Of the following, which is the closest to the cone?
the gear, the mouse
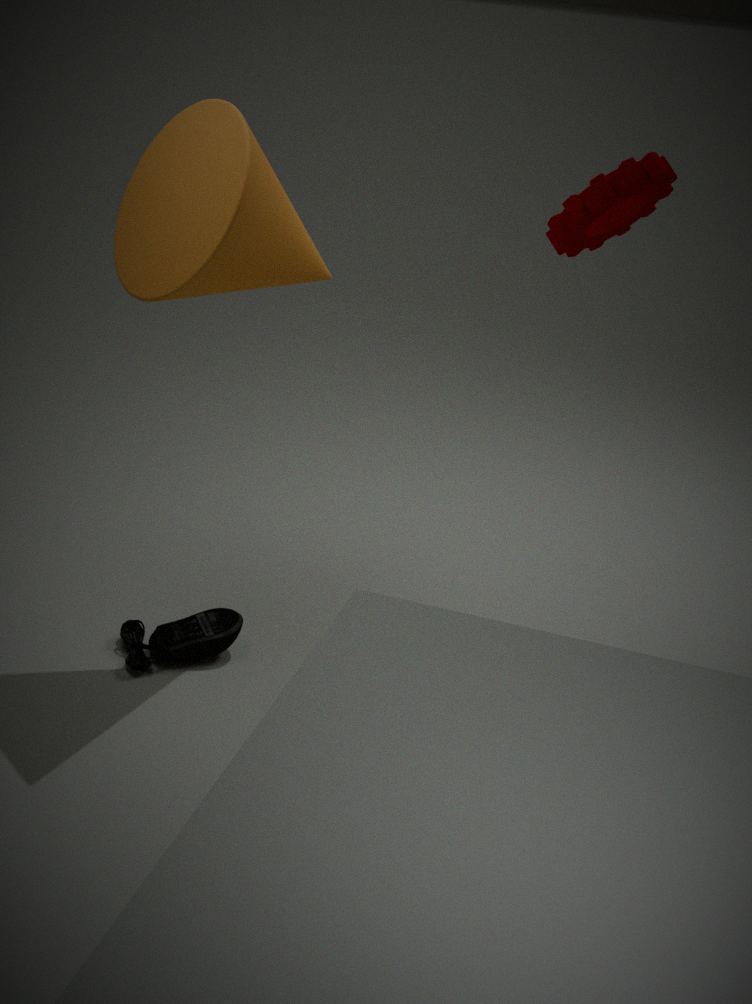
the gear
